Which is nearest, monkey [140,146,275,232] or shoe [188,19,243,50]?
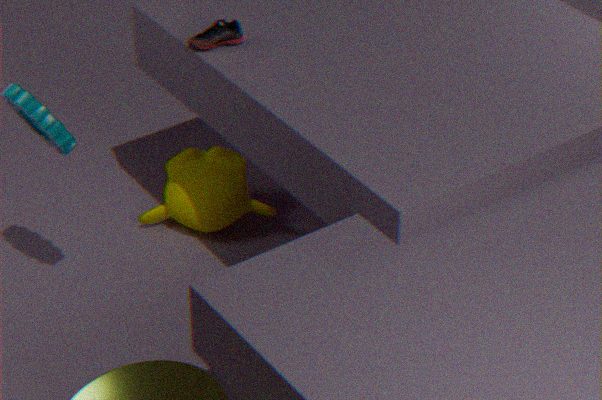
shoe [188,19,243,50]
